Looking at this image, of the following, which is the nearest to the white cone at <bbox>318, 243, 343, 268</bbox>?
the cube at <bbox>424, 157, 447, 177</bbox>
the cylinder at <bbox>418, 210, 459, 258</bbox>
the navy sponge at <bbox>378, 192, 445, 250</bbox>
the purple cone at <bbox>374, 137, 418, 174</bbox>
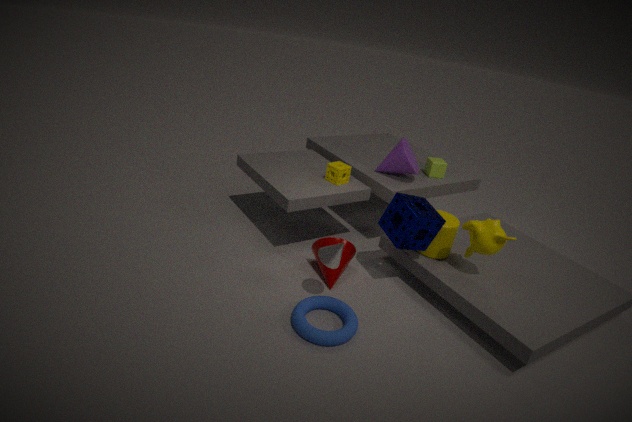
the navy sponge at <bbox>378, 192, 445, 250</bbox>
